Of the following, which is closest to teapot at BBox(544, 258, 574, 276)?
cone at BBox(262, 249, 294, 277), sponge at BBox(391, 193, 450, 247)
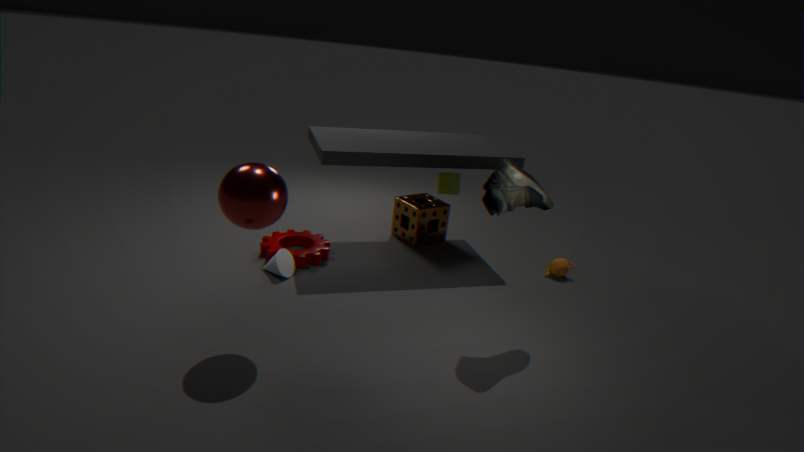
sponge at BBox(391, 193, 450, 247)
